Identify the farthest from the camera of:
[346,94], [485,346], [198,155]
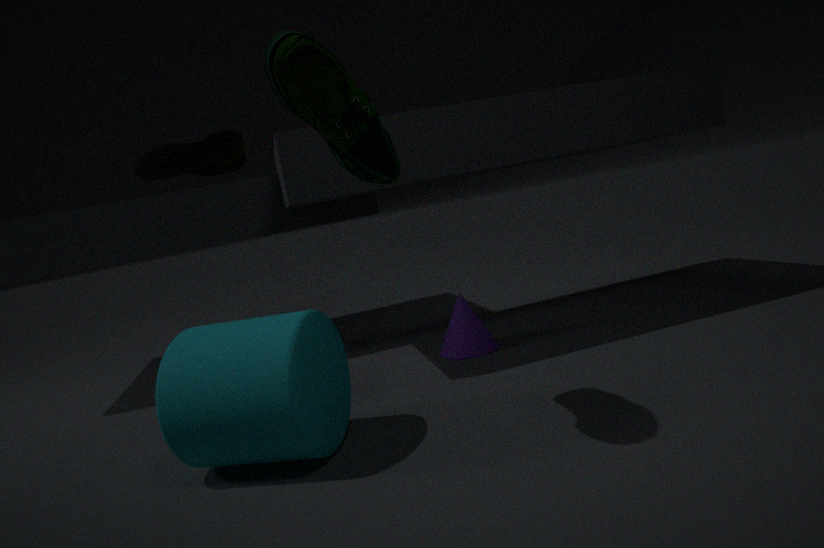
[198,155]
